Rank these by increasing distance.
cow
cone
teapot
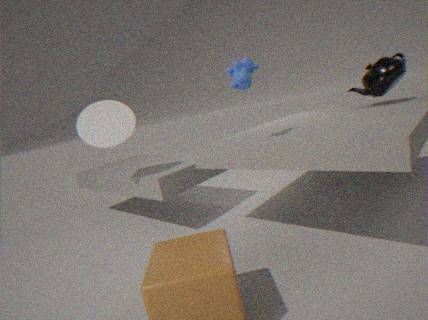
cow < cone < teapot
